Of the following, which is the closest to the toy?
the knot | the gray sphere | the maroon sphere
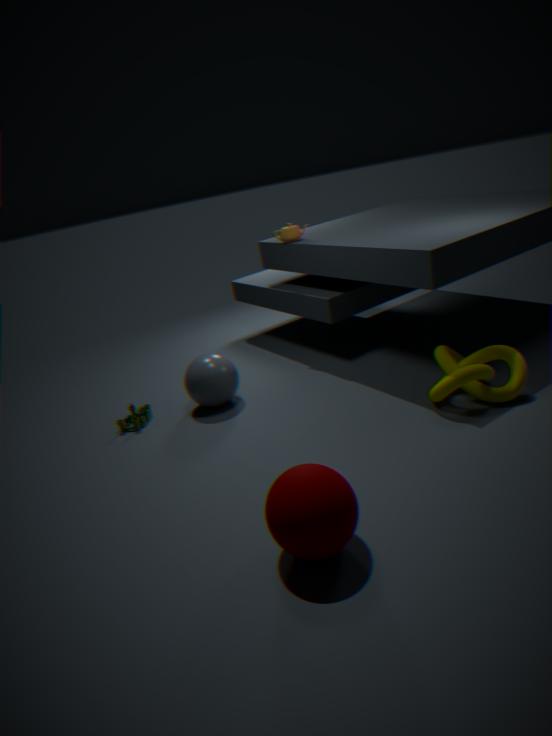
the gray sphere
